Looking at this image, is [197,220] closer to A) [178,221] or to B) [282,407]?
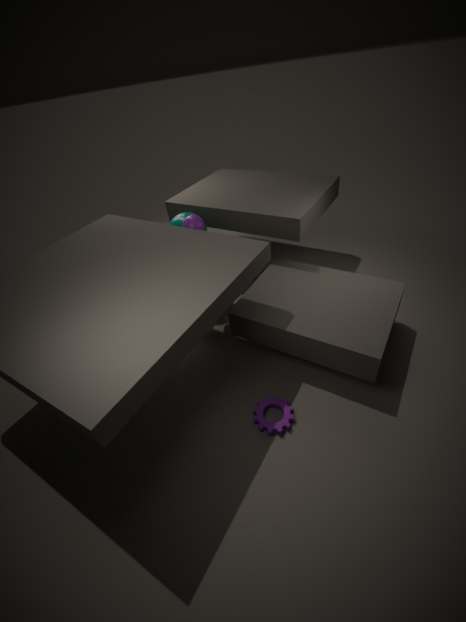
A) [178,221]
